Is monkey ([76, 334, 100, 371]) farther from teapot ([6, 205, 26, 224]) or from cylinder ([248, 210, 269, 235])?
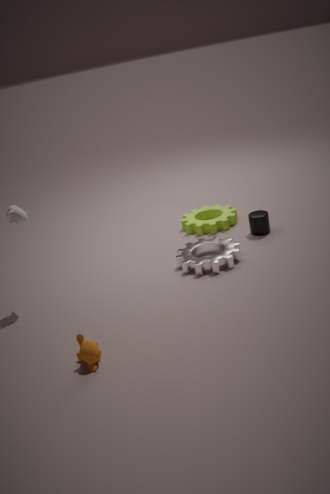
cylinder ([248, 210, 269, 235])
